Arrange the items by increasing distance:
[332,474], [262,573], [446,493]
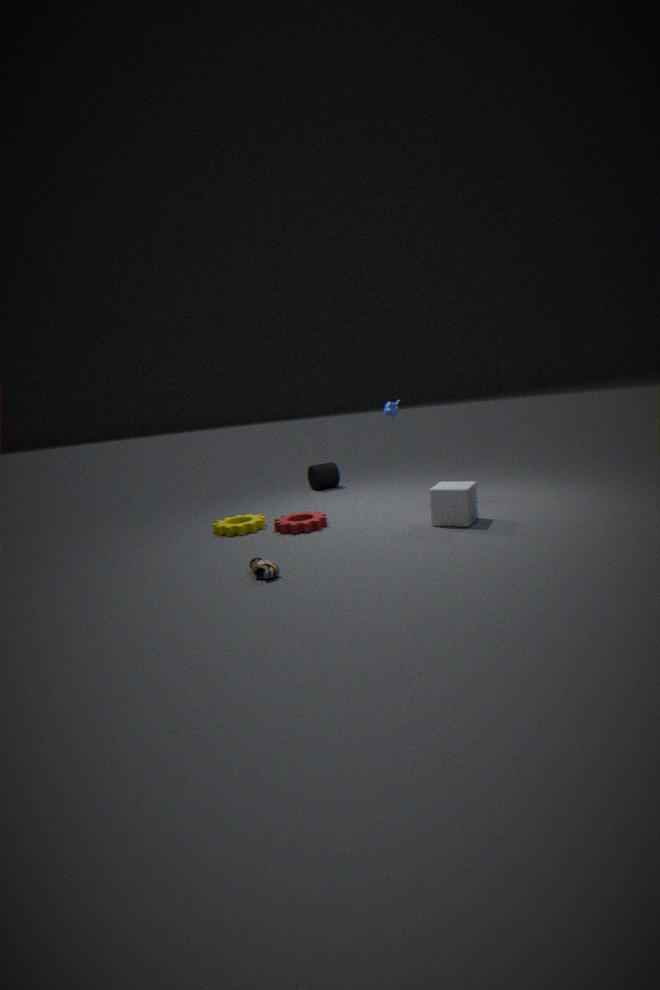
1. [262,573]
2. [446,493]
3. [332,474]
